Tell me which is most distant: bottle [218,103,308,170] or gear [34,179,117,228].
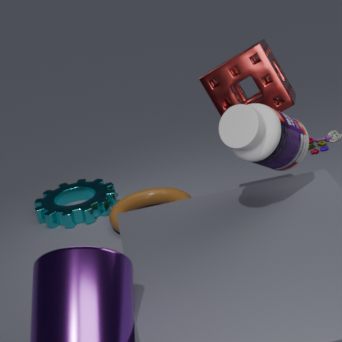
gear [34,179,117,228]
